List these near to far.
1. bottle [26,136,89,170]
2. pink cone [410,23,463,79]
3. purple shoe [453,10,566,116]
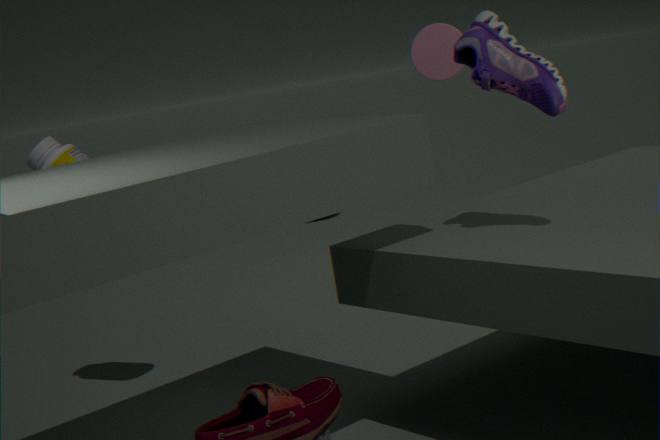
purple shoe [453,10,566,116], bottle [26,136,89,170], pink cone [410,23,463,79]
